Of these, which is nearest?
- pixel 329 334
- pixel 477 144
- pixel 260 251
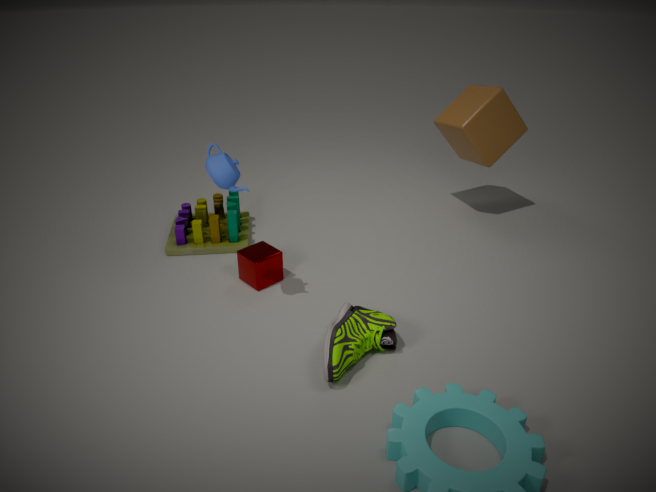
pixel 329 334
